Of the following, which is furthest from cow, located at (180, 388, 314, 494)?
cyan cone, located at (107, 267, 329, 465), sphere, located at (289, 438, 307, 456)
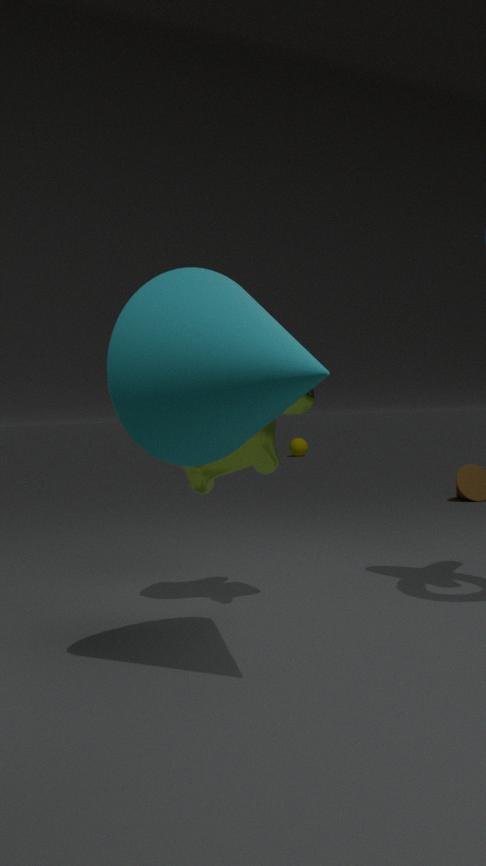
sphere, located at (289, 438, 307, 456)
